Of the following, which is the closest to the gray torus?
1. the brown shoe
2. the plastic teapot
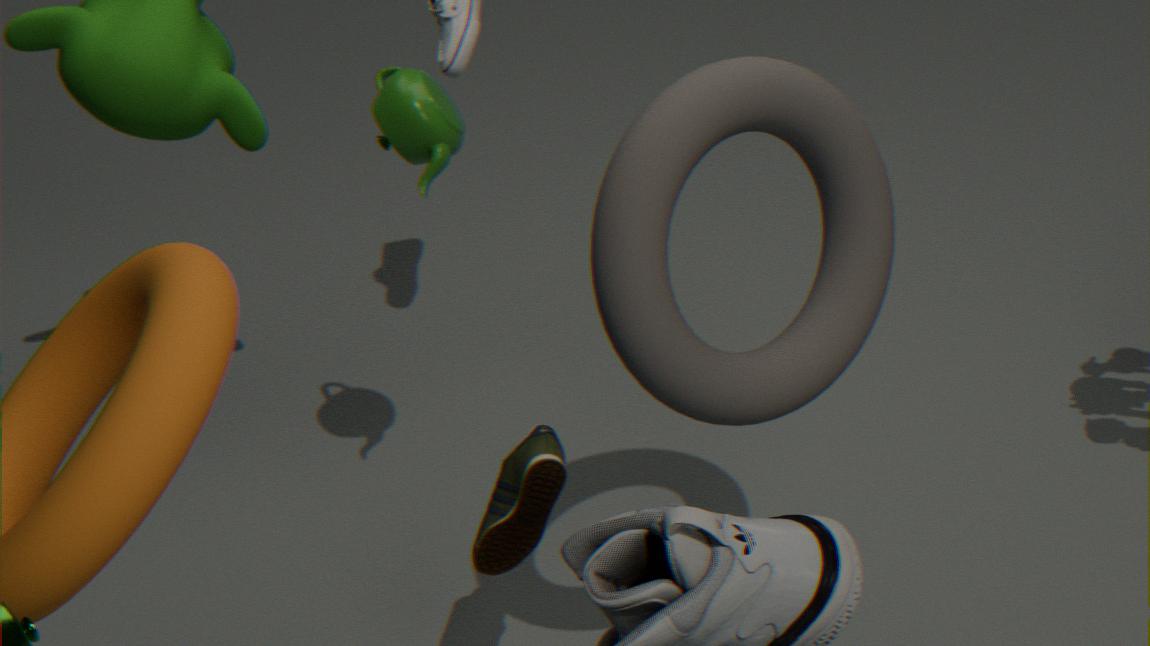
the brown shoe
